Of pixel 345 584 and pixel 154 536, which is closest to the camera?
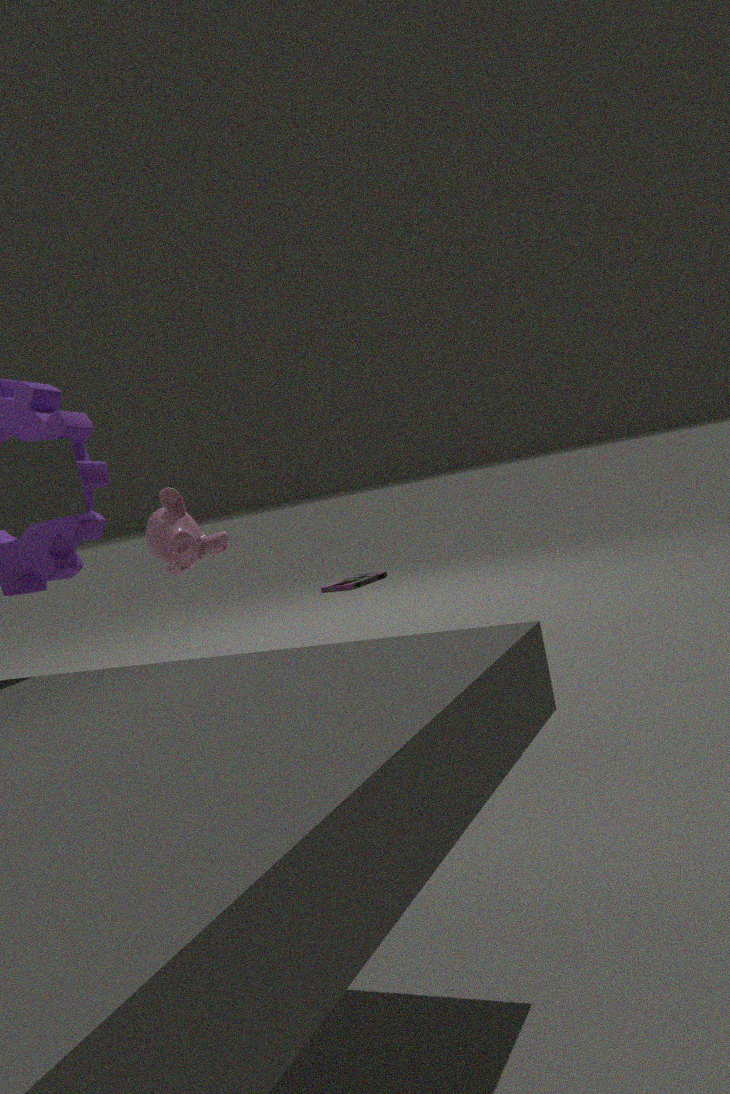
pixel 154 536
